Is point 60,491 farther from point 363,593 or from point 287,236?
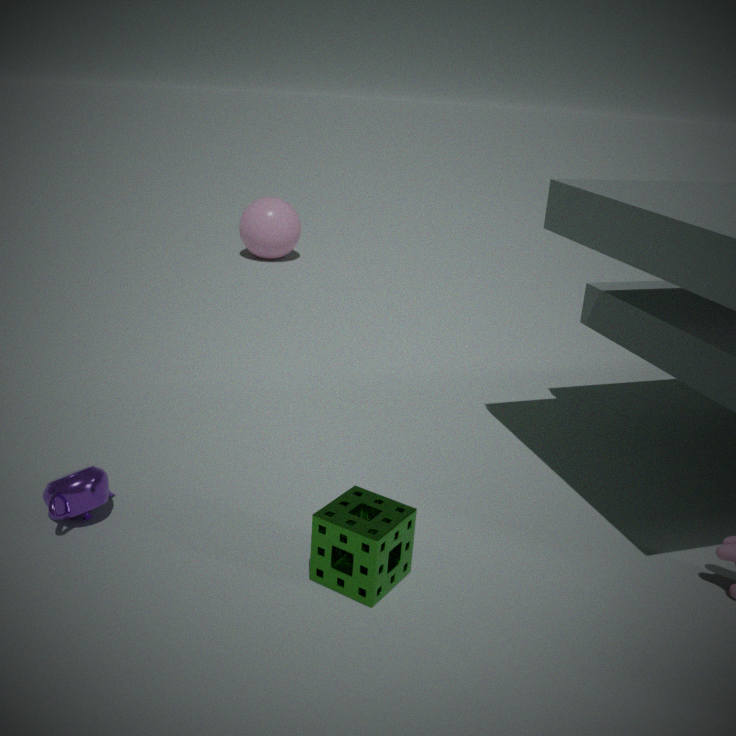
point 287,236
